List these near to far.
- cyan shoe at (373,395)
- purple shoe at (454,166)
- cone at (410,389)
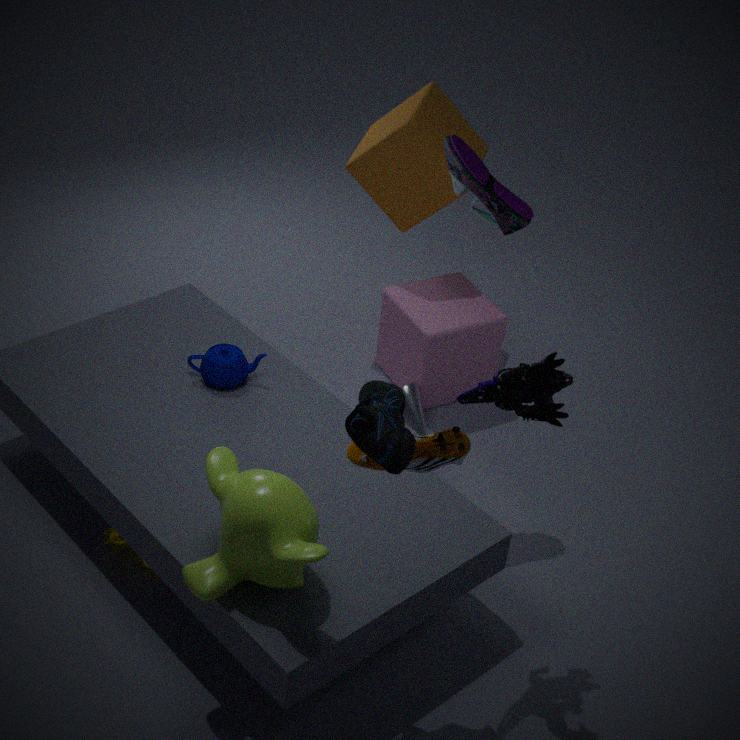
cyan shoe at (373,395) → purple shoe at (454,166) → cone at (410,389)
